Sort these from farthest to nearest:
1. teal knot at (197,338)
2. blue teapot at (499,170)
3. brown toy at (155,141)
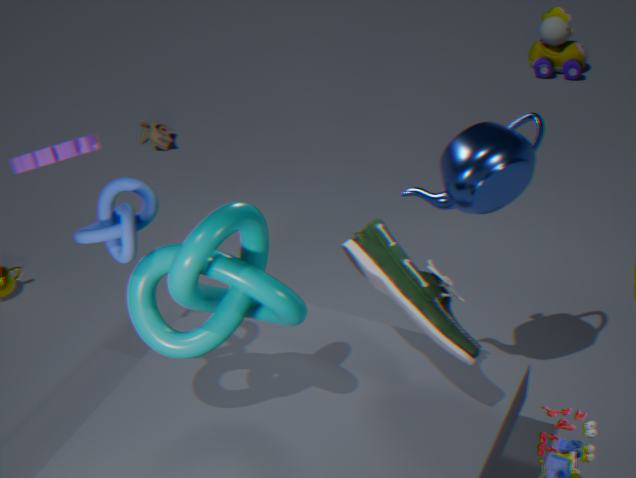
brown toy at (155,141) → blue teapot at (499,170) → teal knot at (197,338)
